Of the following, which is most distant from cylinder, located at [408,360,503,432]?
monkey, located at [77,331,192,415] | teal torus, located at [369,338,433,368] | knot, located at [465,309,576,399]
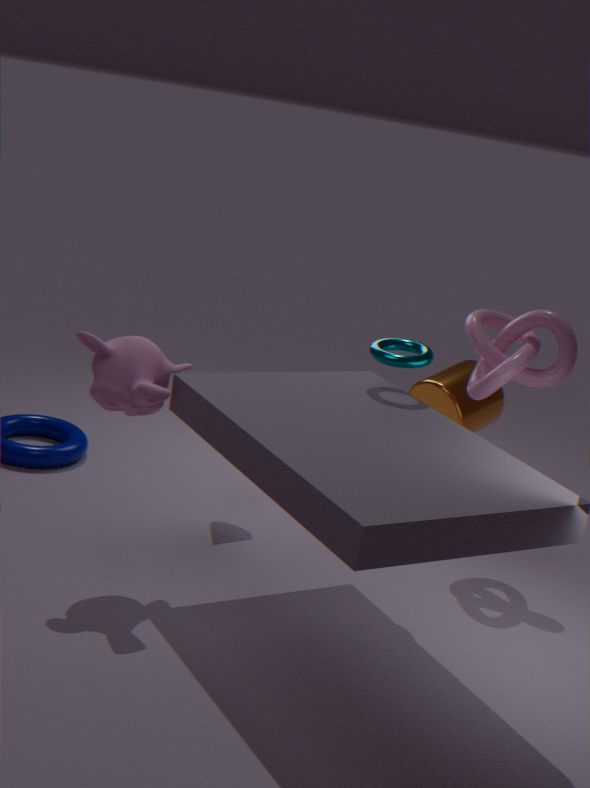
monkey, located at [77,331,192,415]
